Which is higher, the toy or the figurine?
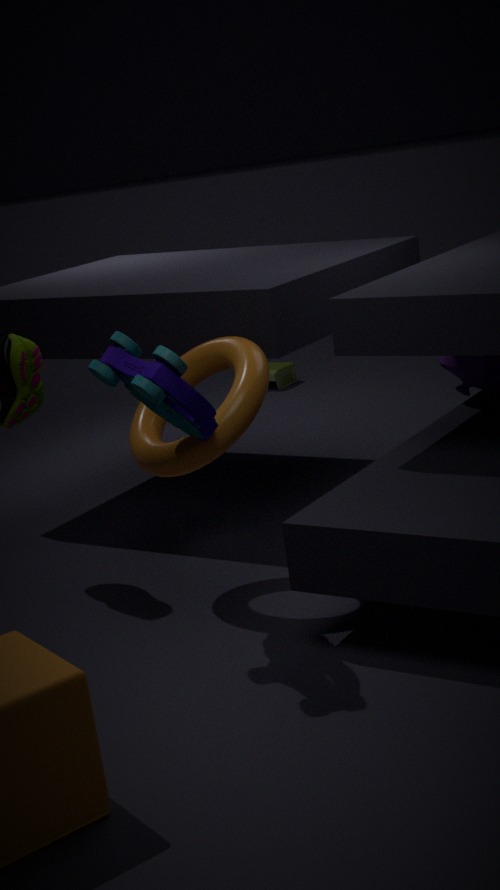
the toy
